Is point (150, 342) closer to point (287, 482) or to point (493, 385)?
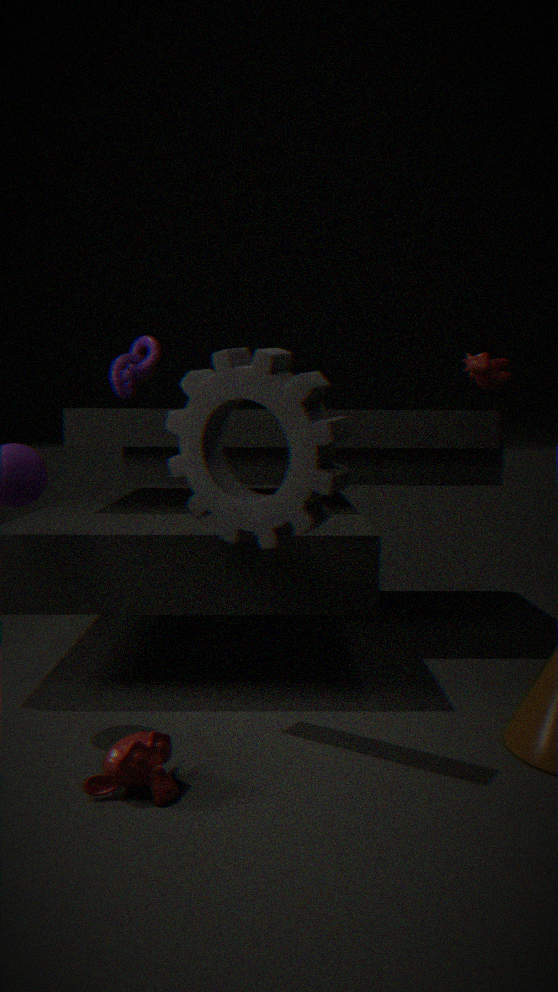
point (287, 482)
